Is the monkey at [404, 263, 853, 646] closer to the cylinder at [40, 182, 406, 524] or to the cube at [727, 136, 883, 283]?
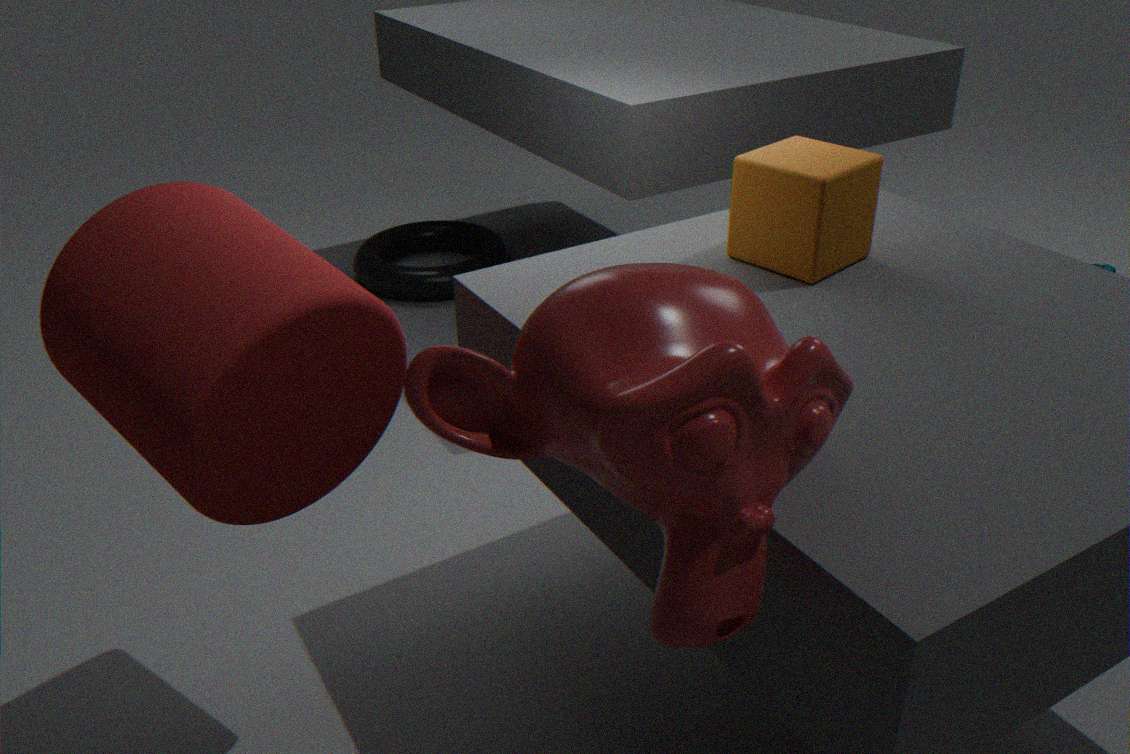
the cylinder at [40, 182, 406, 524]
